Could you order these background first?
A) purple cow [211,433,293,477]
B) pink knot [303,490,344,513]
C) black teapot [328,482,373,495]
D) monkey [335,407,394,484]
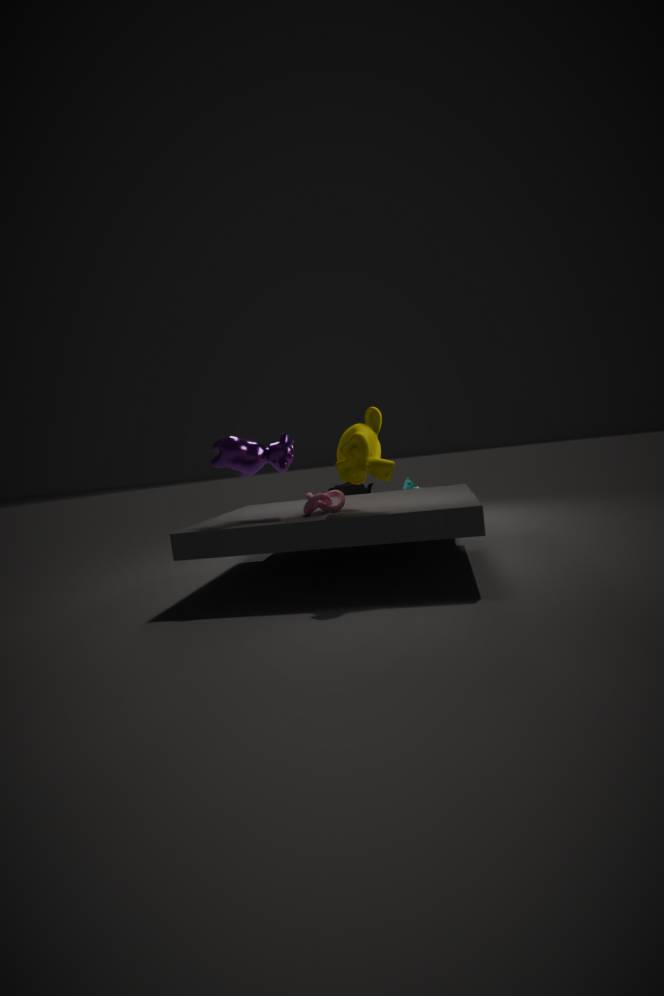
1. black teapot [328,482,373,495]
2. purple cow [211,433,293,477]
3. pink knot [303,490,344,513]
4. monkey [335,407,394,484]
